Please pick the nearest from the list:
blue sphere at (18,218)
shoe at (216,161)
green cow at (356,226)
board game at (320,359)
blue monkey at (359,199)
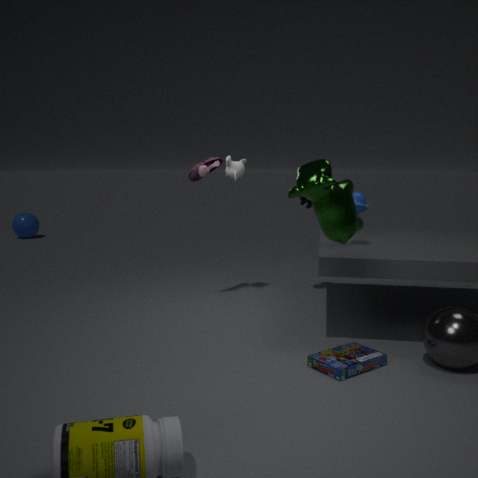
green cow at (356,226)
